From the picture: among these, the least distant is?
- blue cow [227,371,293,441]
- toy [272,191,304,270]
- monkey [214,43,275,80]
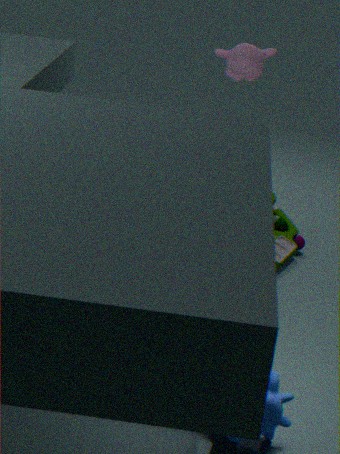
blue cow [227,371,293,441]
